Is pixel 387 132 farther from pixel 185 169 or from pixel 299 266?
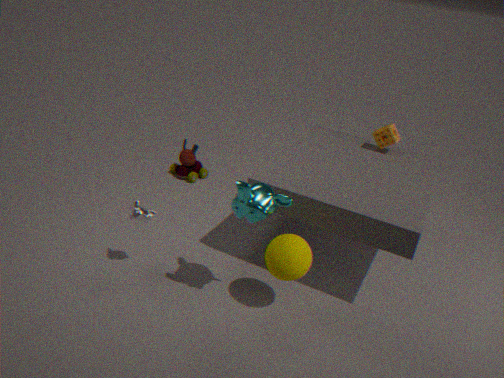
pixel 185 169
